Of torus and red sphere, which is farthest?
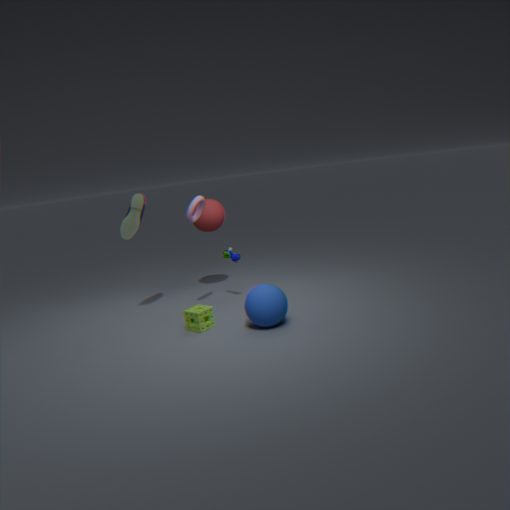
red sphere
